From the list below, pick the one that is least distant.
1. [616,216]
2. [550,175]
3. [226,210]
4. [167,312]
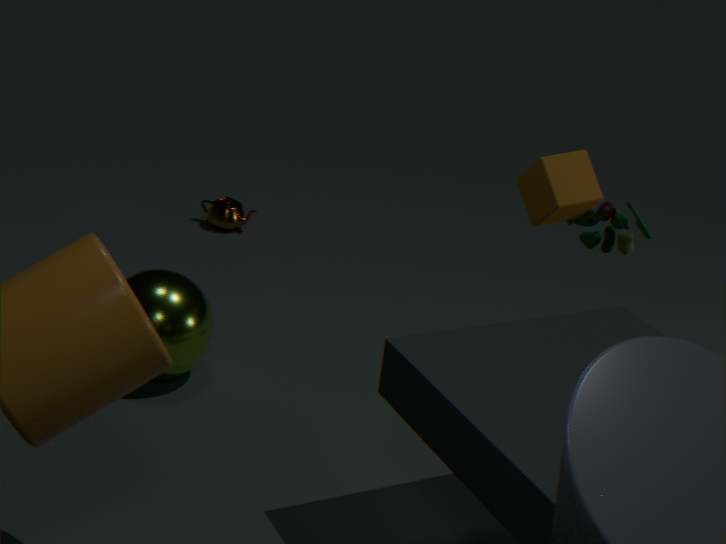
[167,312]
